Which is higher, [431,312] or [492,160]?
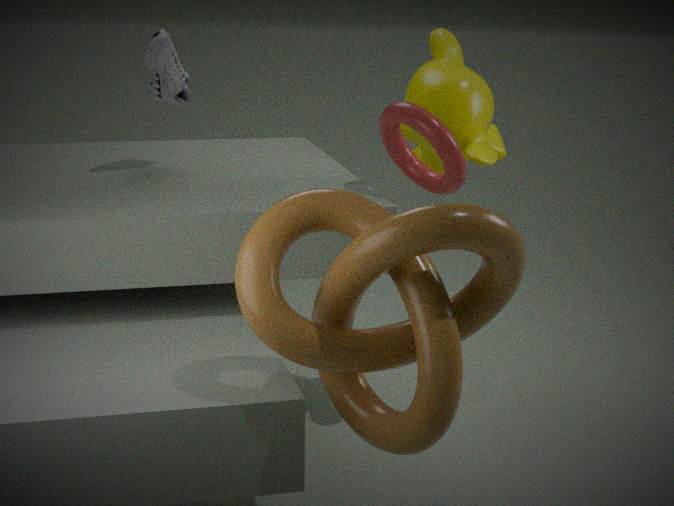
[492,160]
